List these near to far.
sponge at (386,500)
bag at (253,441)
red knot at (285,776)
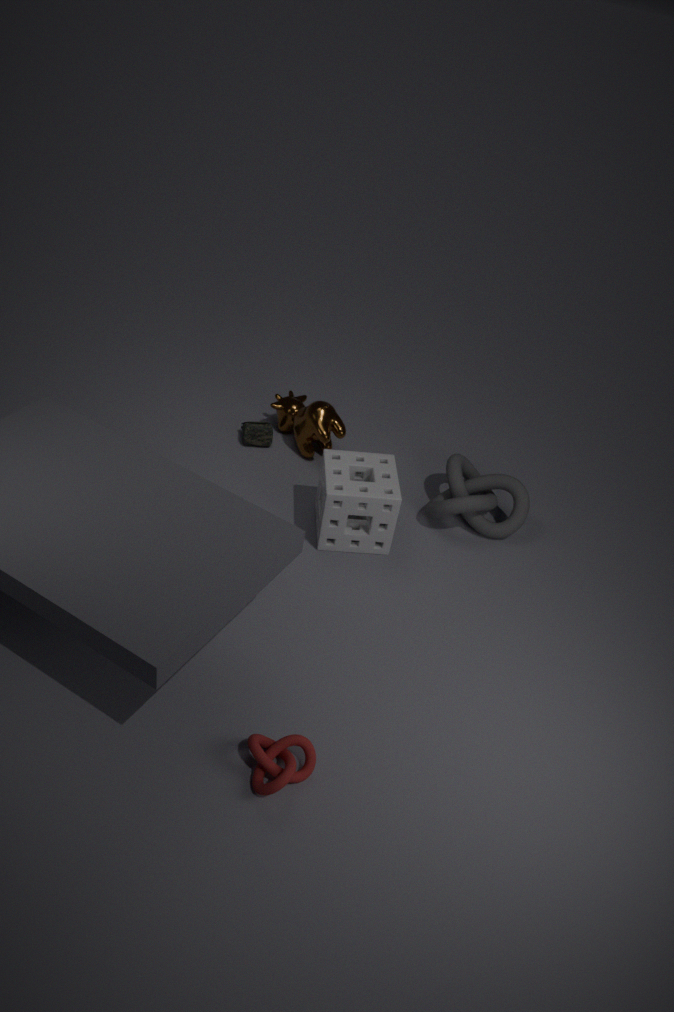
red knot at (285,776)
sponge at (386,500)
bag at (253,441)
